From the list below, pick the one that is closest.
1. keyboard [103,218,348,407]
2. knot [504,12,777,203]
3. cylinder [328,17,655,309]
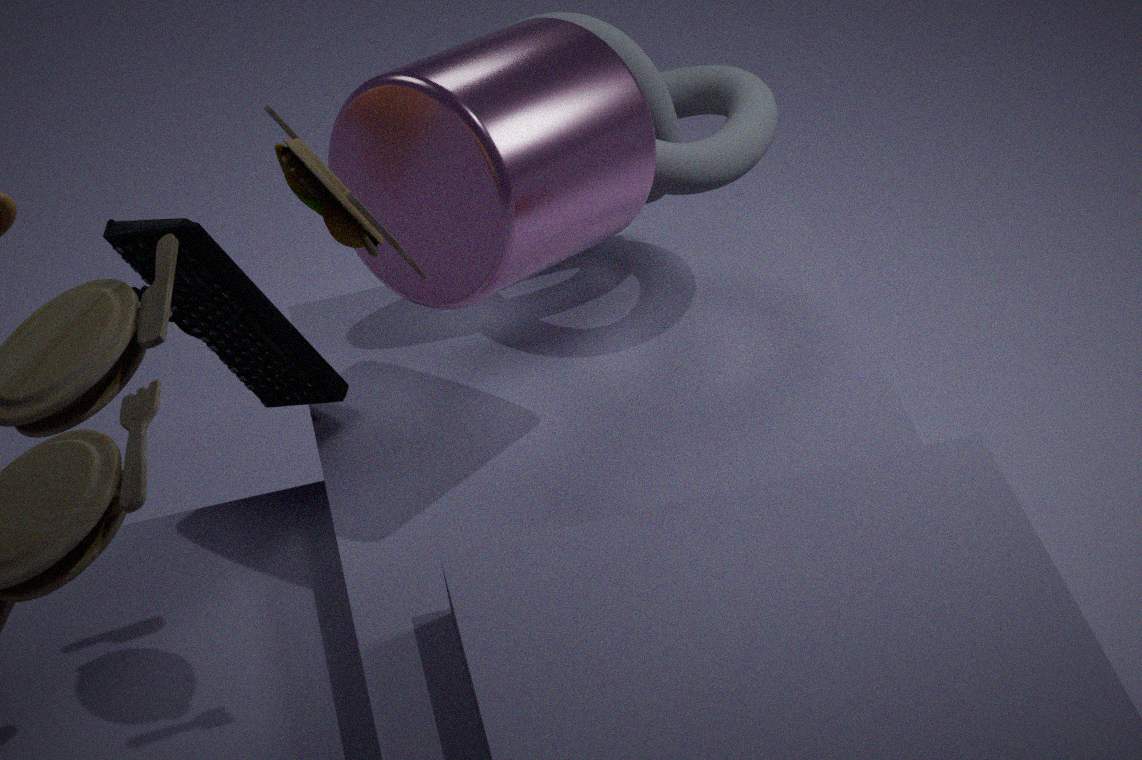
cylinder [328,17,655,309]
